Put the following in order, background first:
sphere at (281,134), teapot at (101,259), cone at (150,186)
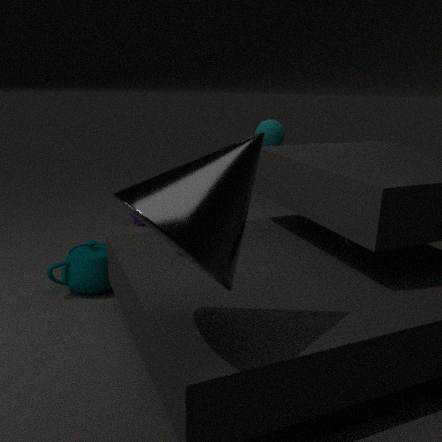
sphere at (281,134)
teapot at (101,259)
cone at (150,186)
